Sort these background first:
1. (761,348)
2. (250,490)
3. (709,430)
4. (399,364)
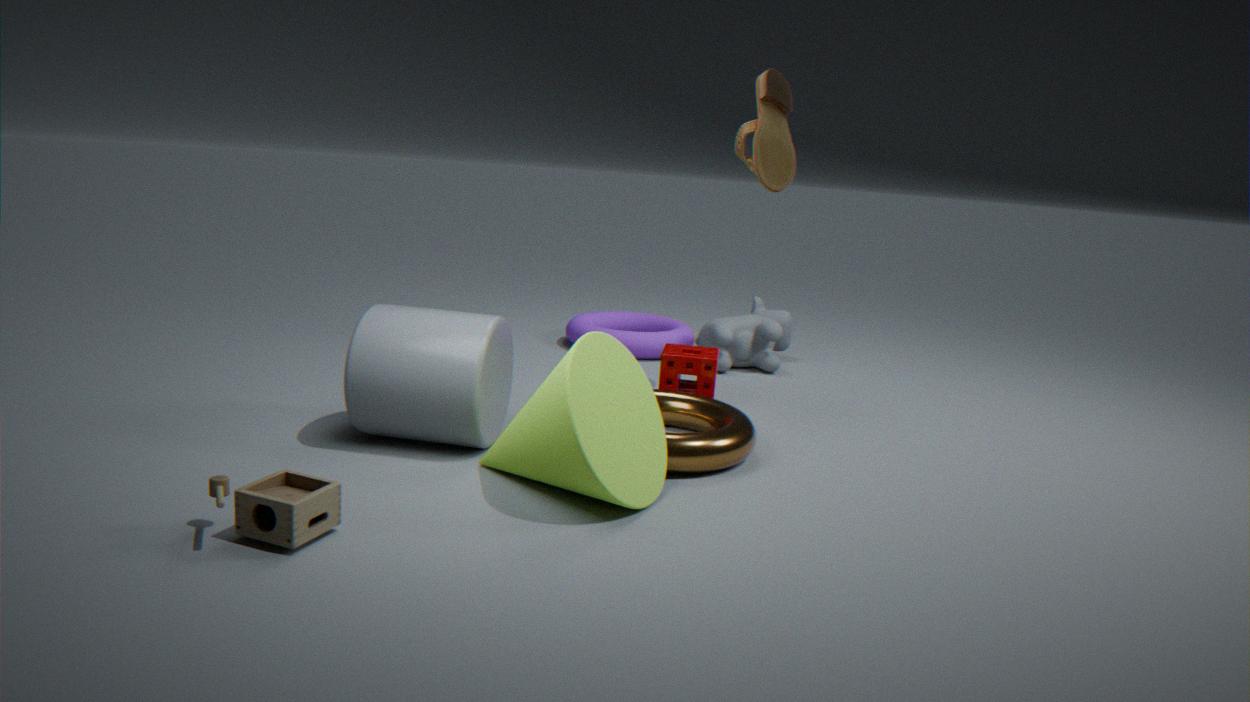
(761,348), (709,430), (399,364), (250,490)
